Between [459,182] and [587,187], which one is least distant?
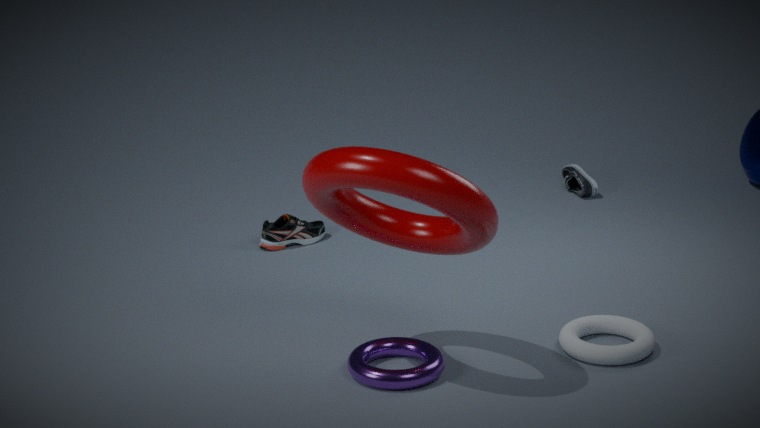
[459,182]
